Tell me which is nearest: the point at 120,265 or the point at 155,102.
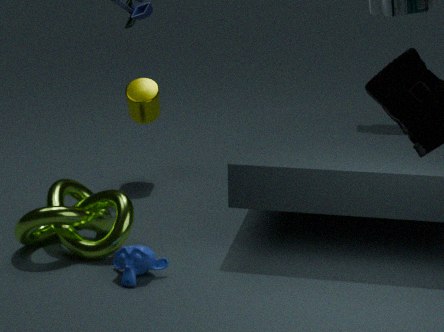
the point at 120,265
